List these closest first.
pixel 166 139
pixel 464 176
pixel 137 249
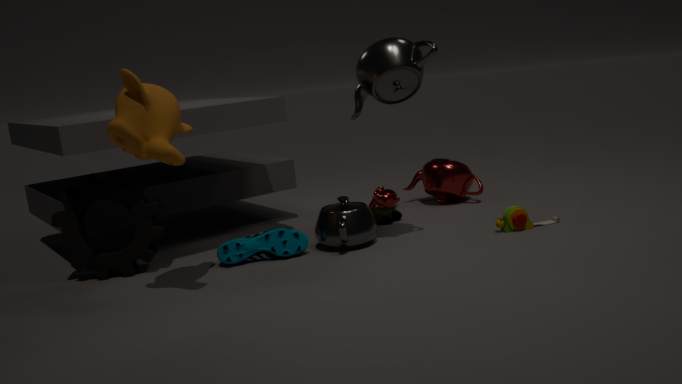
pixel 166 139 < pixel 137 249 < pixel 464 176
